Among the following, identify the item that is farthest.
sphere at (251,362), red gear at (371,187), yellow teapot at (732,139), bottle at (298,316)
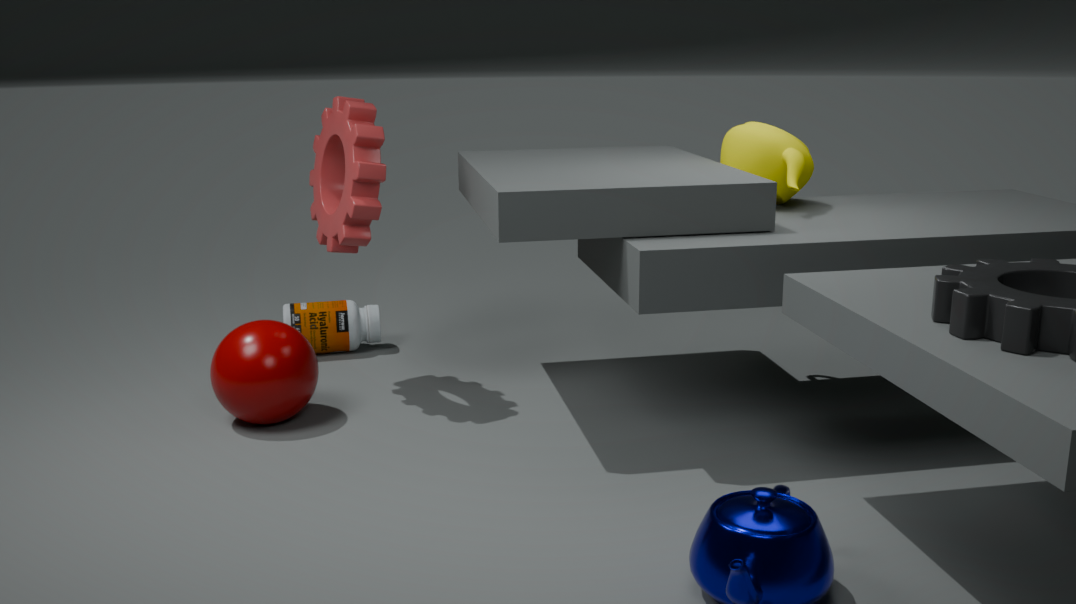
bottle at (298,316)
